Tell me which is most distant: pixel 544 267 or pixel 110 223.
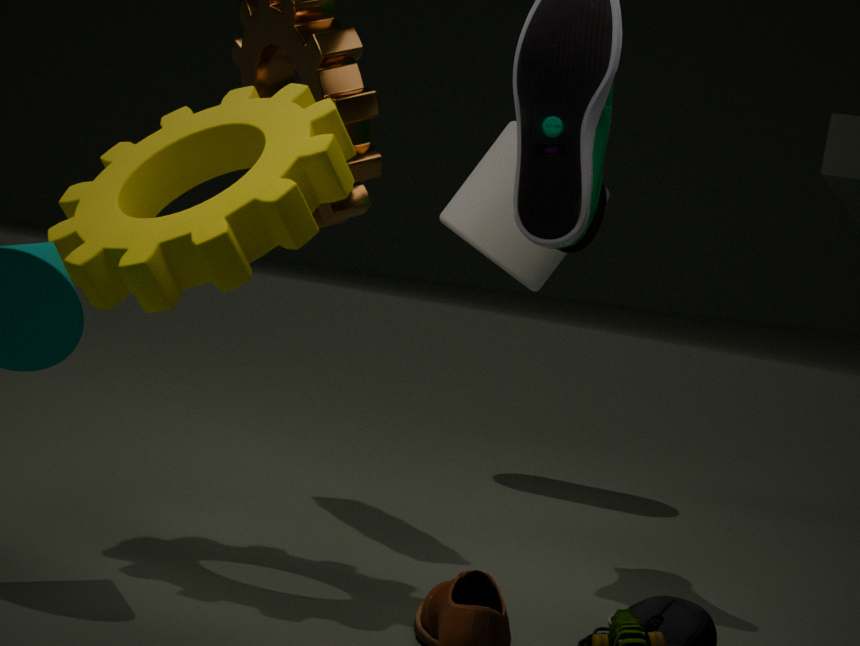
pixel 544 267
